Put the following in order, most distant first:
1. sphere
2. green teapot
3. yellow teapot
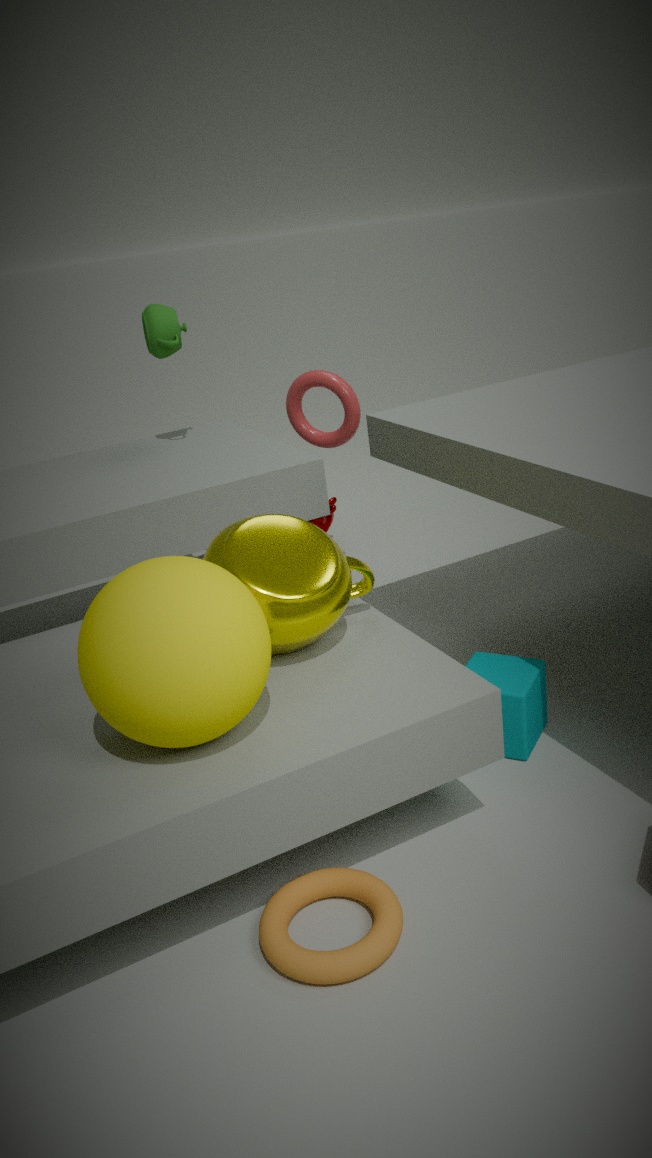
1. green teapot
2. yellow teapot
3. sphere
